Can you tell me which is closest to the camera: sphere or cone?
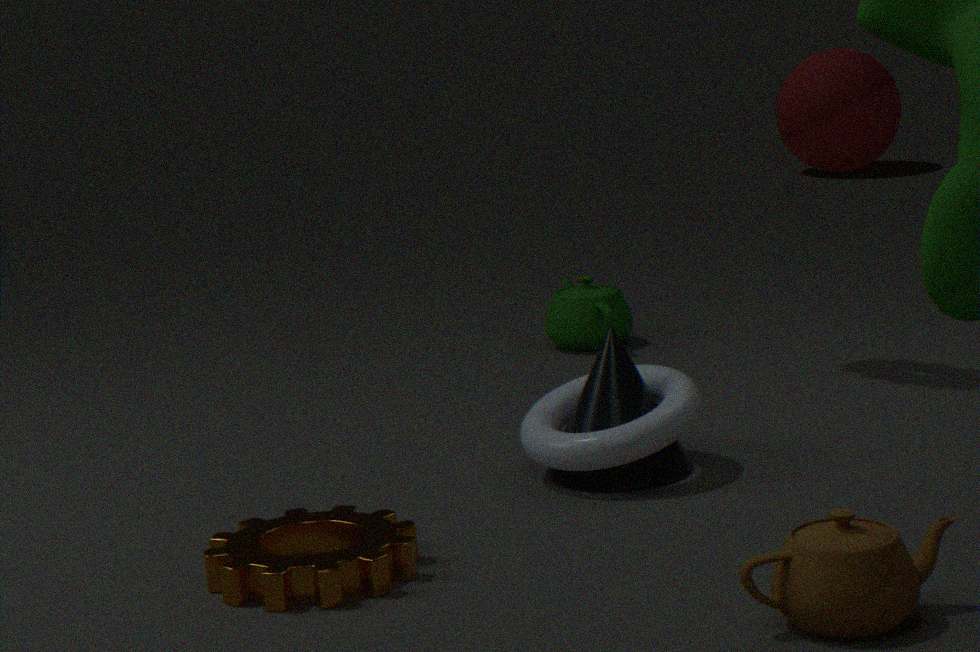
cone
